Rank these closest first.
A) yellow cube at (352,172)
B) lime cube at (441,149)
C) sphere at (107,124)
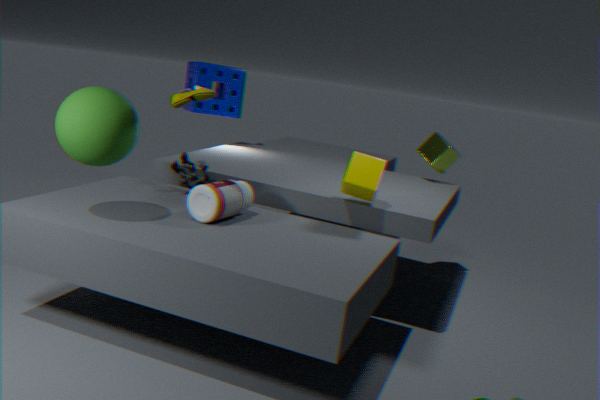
sphere at (107,124) → yellow cube at (352,172) → lime cube at (441,149)
